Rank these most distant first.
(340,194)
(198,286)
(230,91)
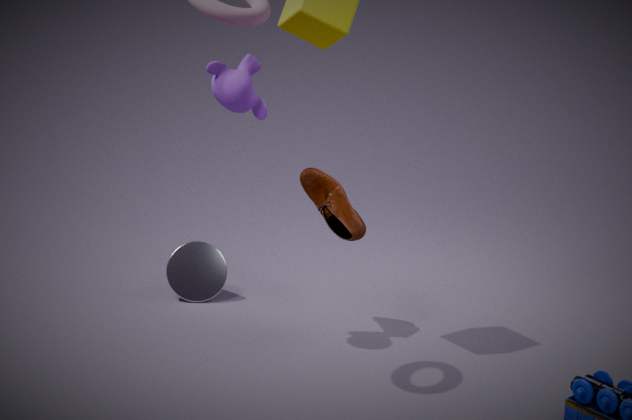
(198,286)
(340,194)
(230,91)
